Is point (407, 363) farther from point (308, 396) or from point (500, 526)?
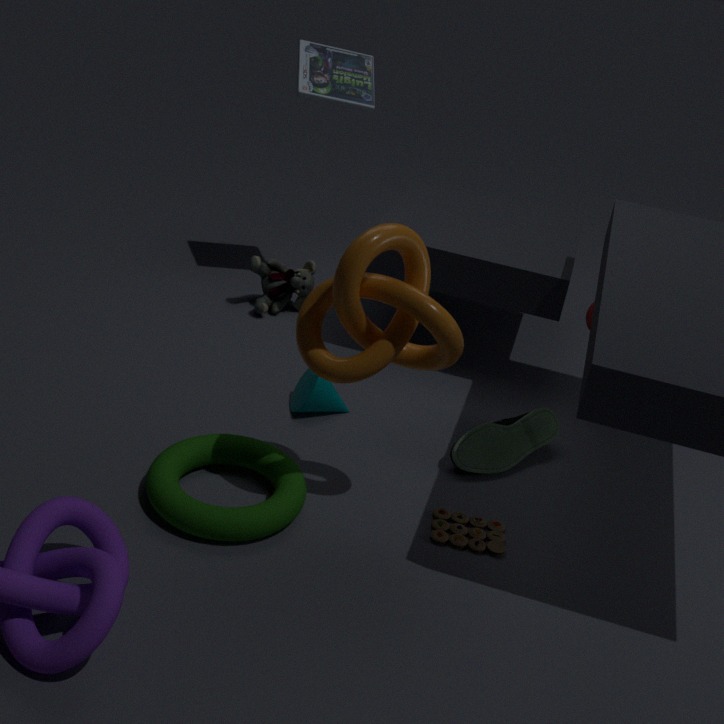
point (308, 396)
